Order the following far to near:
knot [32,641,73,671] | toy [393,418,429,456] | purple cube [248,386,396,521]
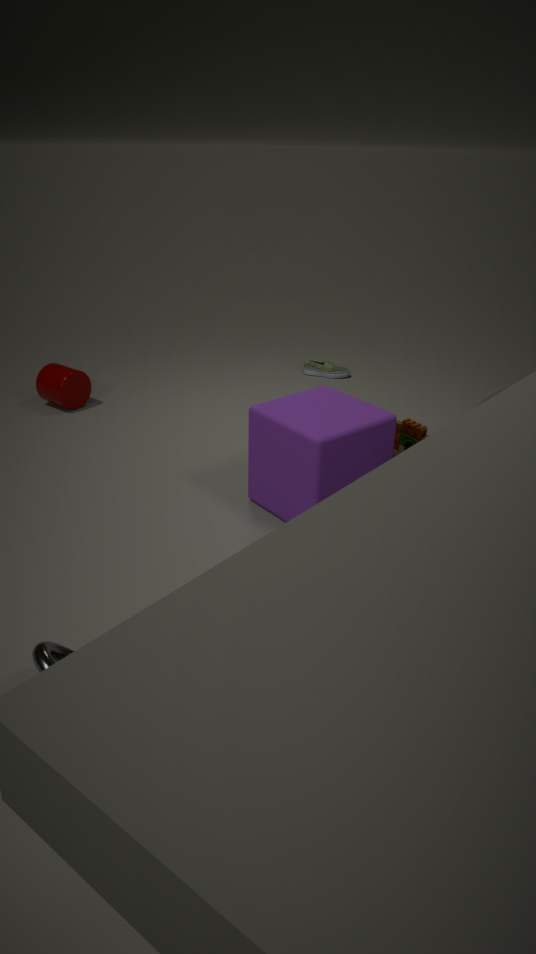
toy [393,418,429,456]
purple cube [248,386,396,521]
knot [32,641,73,671]
